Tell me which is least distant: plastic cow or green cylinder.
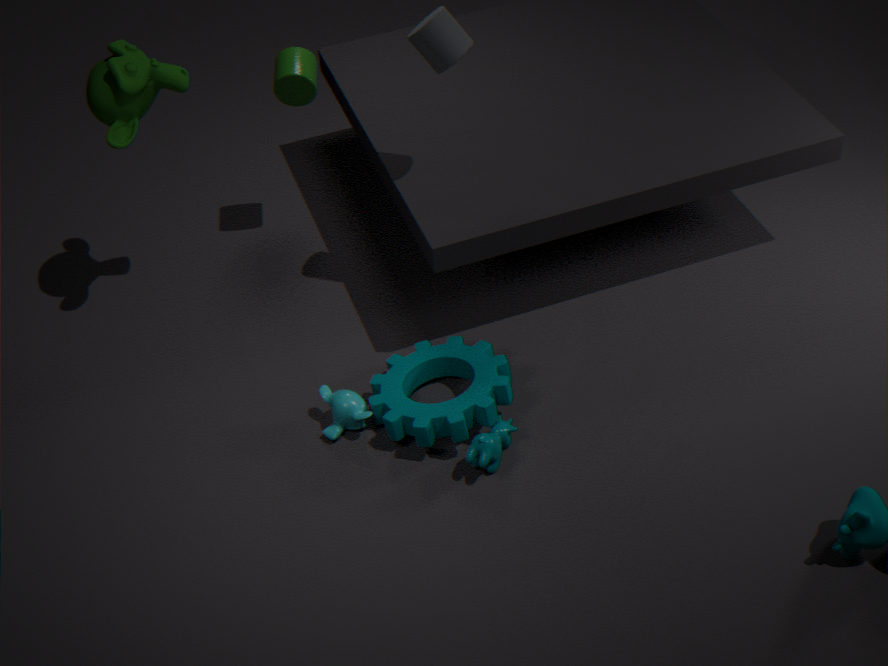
plastic cow
